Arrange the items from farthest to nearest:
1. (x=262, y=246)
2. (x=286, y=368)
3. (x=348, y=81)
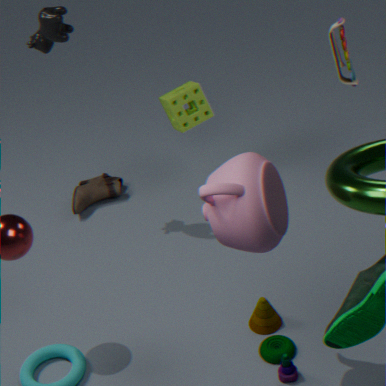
(x=348, y=81) → (x=286, y=368) → (x=262, y=246)
